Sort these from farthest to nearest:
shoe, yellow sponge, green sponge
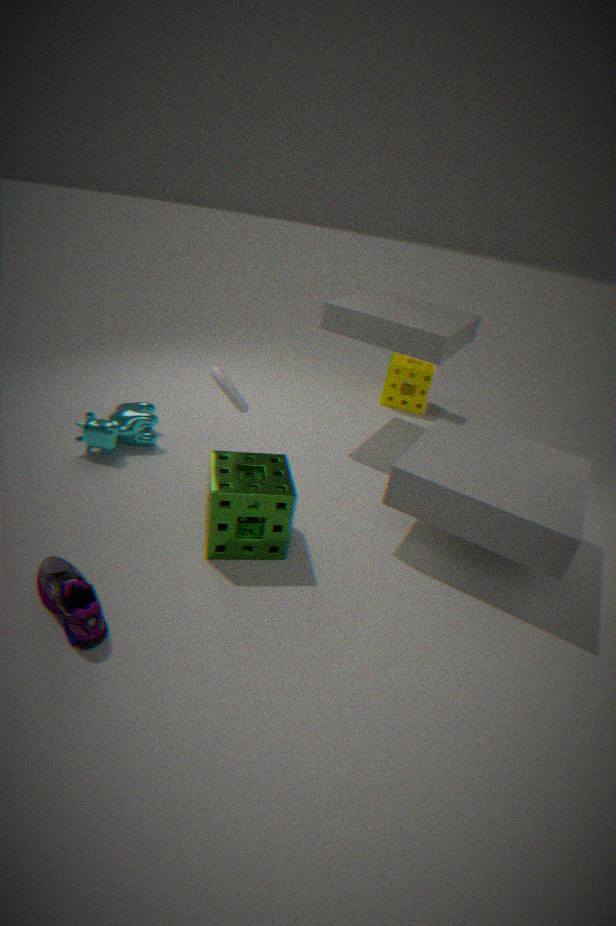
yellow sponge → green sponge → shoe
